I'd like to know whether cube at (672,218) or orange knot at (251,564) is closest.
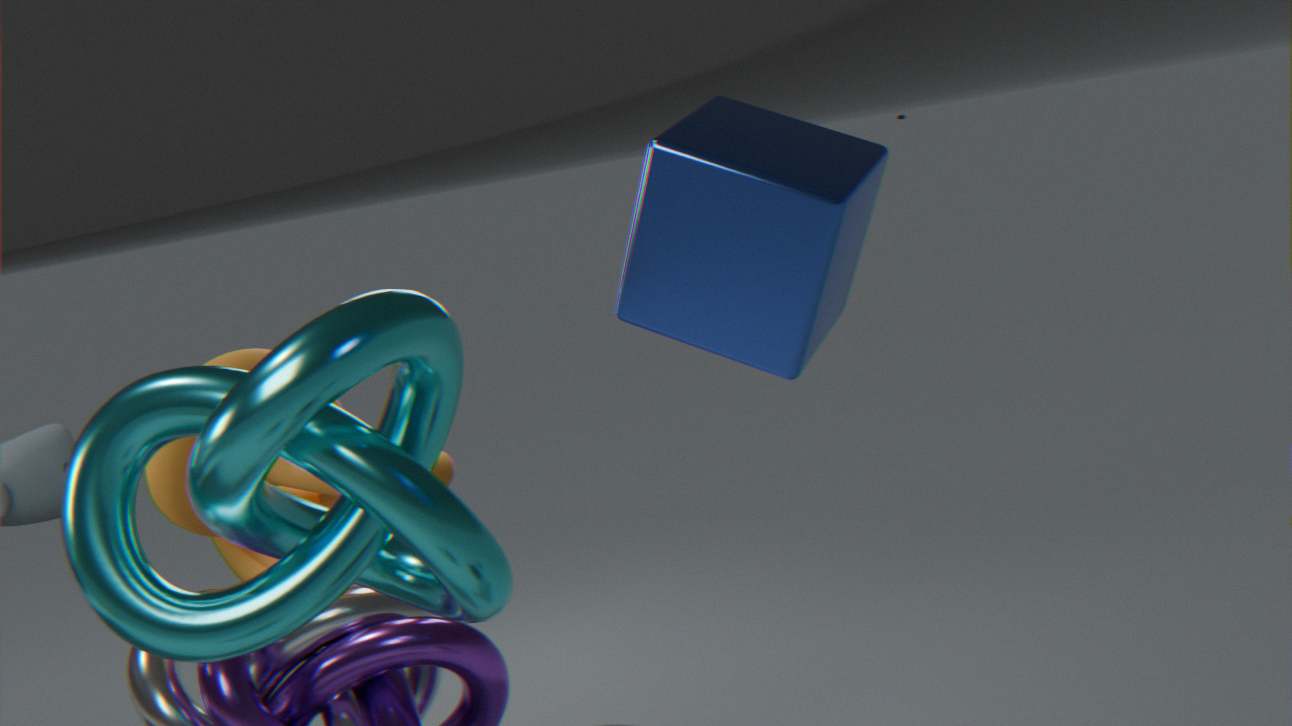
cube at (672,218)
